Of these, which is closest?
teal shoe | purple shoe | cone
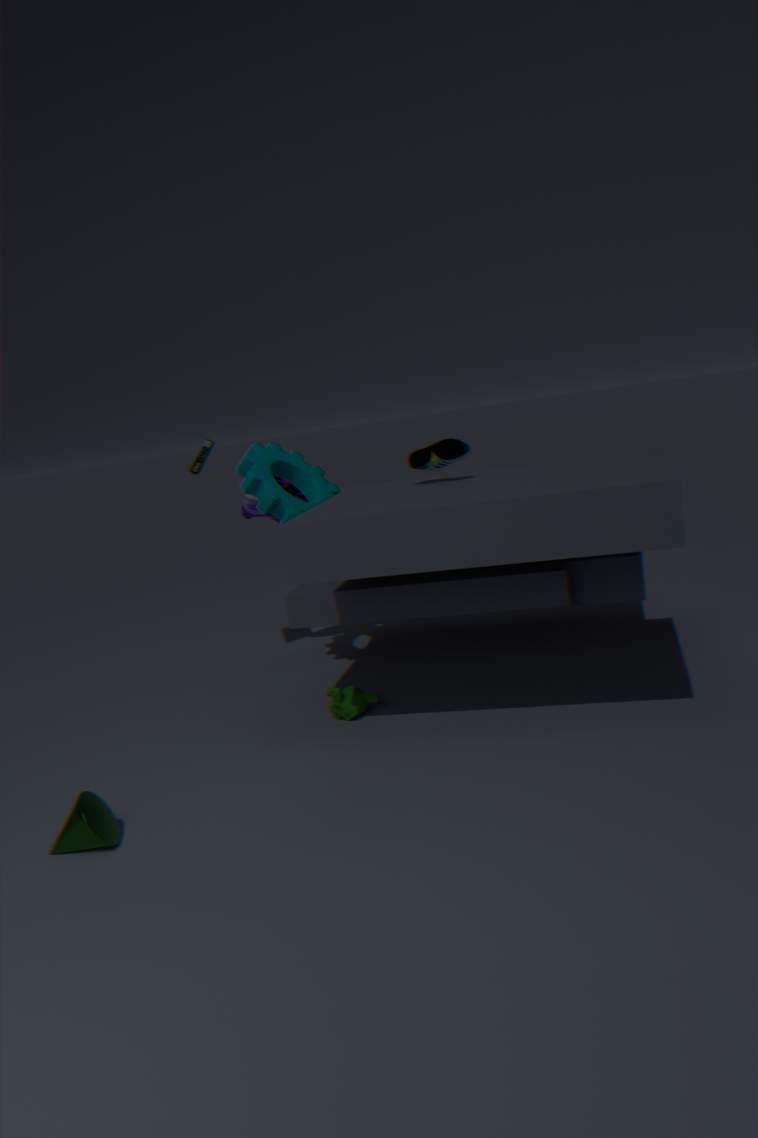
cone
